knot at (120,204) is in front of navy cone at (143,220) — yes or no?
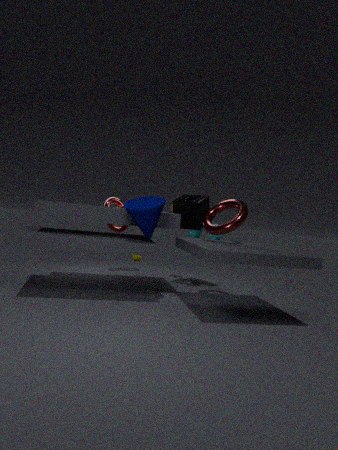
No
